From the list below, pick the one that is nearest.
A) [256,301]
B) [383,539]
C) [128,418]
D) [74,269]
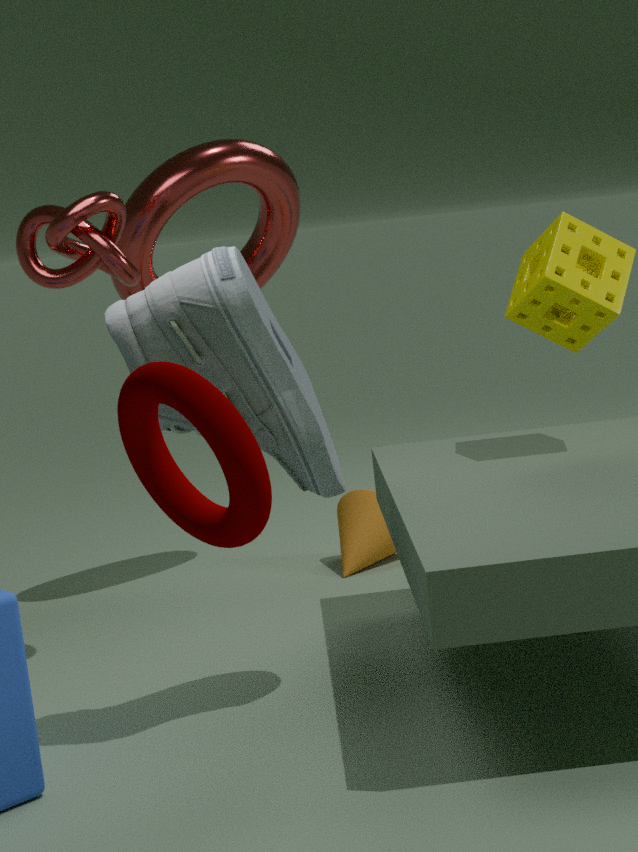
[128,418]
